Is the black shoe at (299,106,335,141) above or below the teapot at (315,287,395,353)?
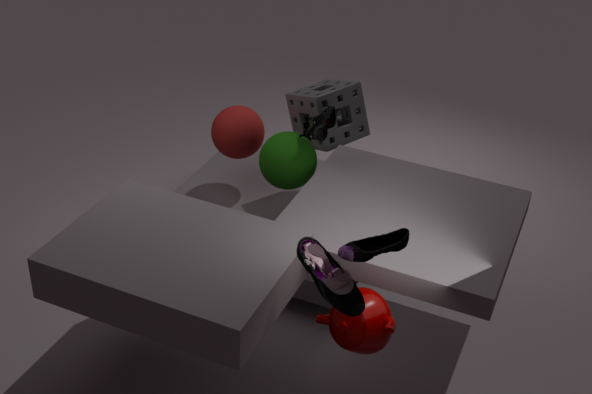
above
